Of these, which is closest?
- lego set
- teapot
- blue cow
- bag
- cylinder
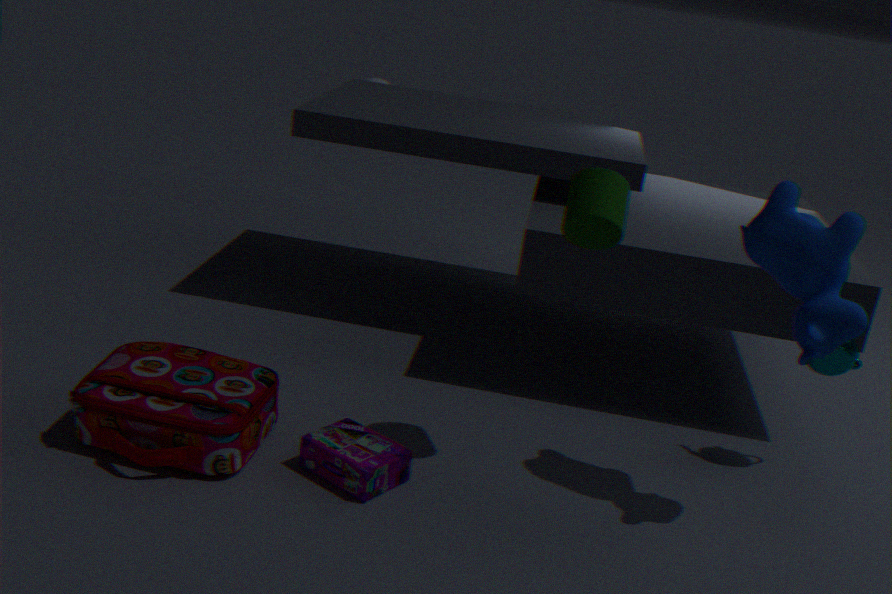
blue cow
